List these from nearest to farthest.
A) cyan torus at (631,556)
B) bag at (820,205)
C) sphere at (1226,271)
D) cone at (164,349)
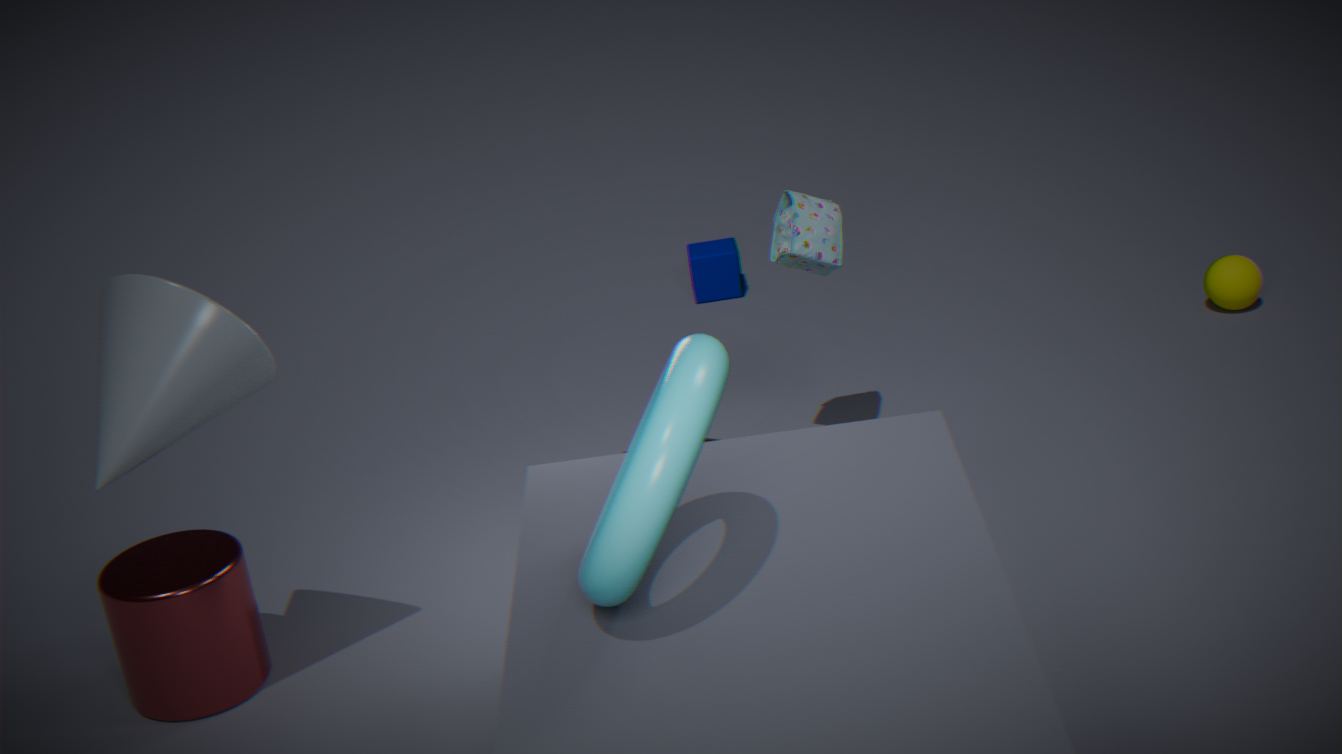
cyan torus at (631,556), cone at (164,349), bag at (820,205), sphere at (1226,271)
